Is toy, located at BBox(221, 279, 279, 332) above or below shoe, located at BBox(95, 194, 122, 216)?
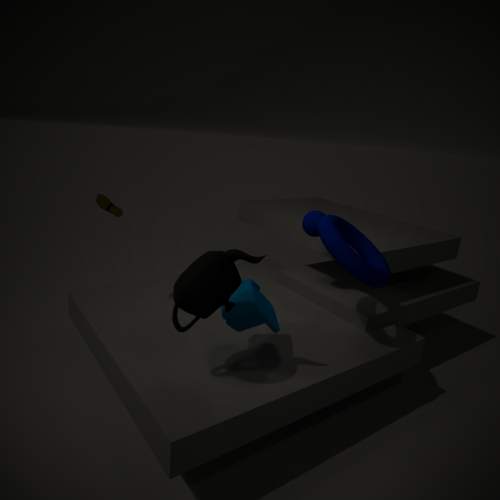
below
